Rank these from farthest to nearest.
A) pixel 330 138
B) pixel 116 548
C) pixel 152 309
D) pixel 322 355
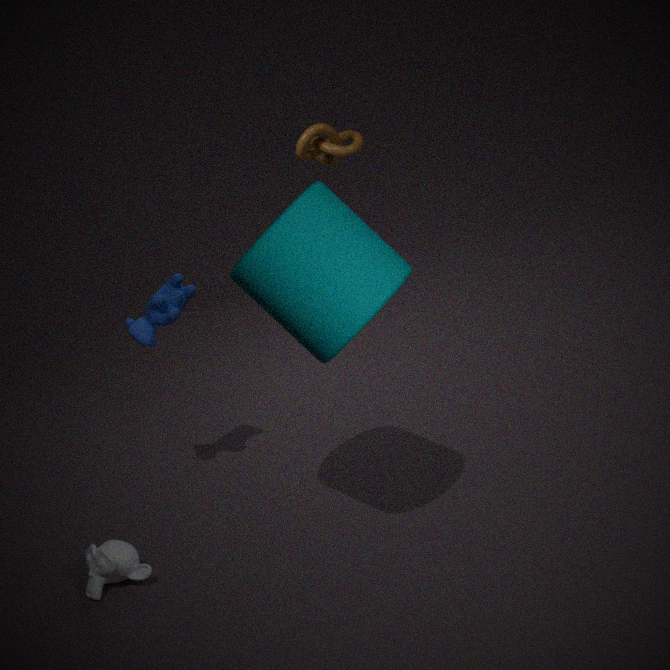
pixel 330 138, pixel 152 309, pixel 116 548, pixel 322 355
